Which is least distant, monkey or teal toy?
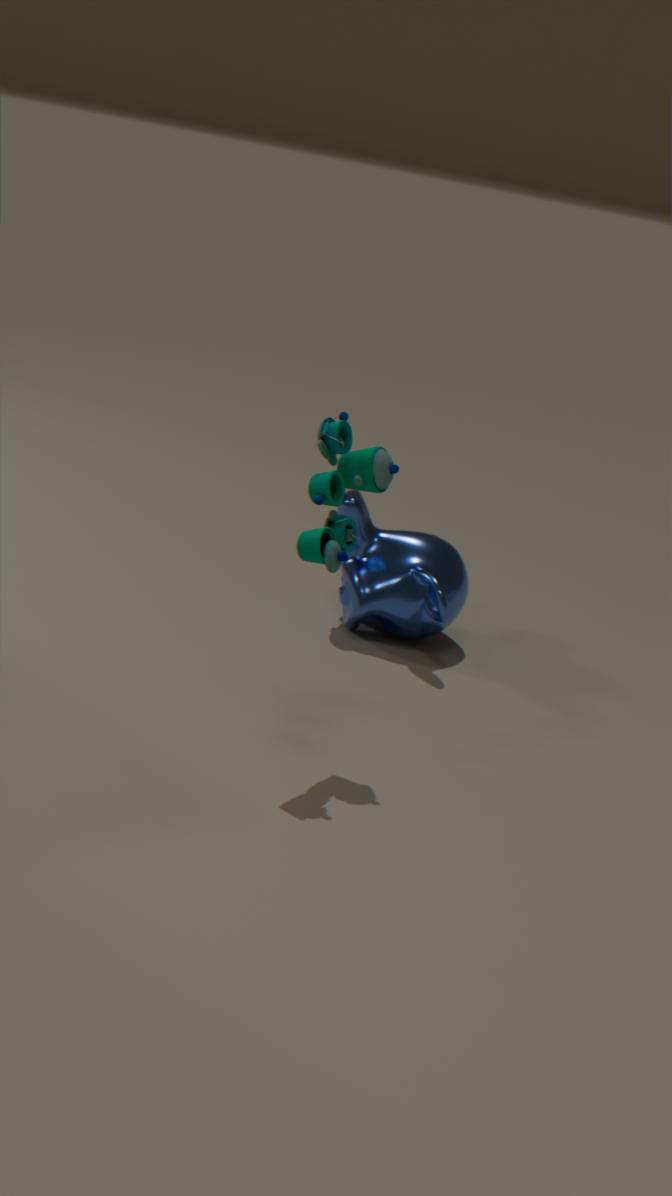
teal toy
